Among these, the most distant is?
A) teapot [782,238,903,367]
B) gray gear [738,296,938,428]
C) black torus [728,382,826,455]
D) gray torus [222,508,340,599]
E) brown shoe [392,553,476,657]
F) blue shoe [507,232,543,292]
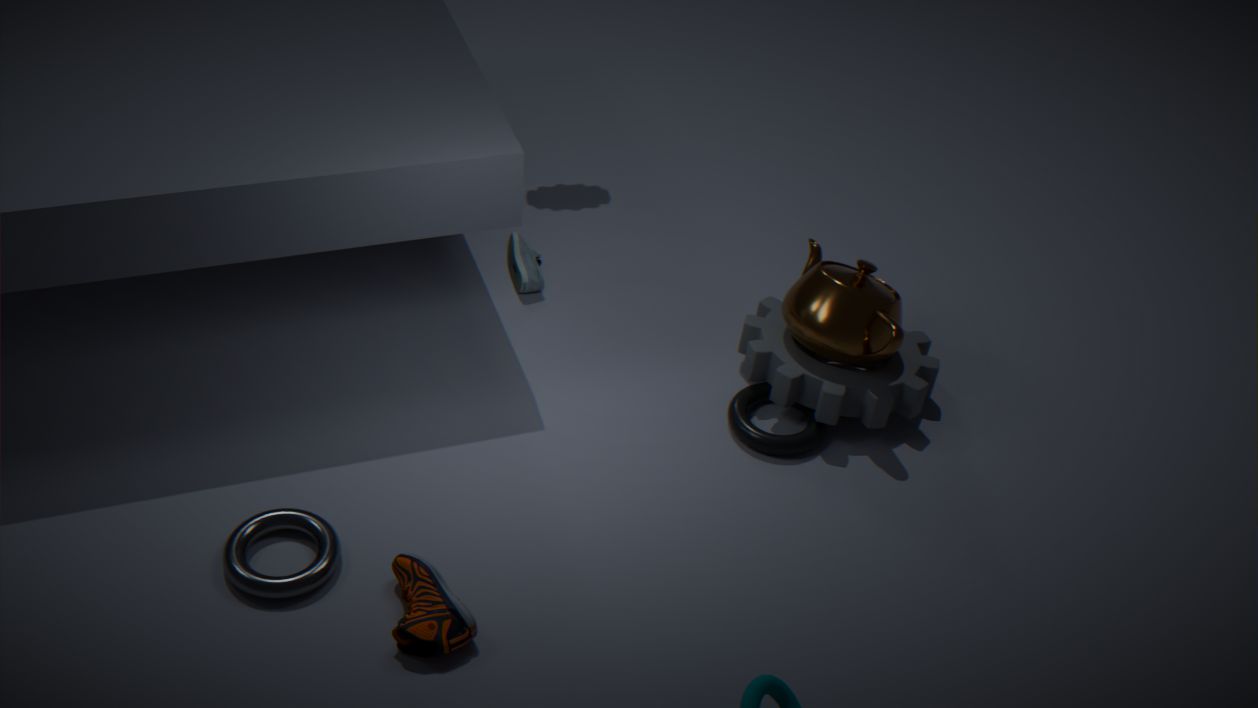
blue shoe [507,232,543,292]
